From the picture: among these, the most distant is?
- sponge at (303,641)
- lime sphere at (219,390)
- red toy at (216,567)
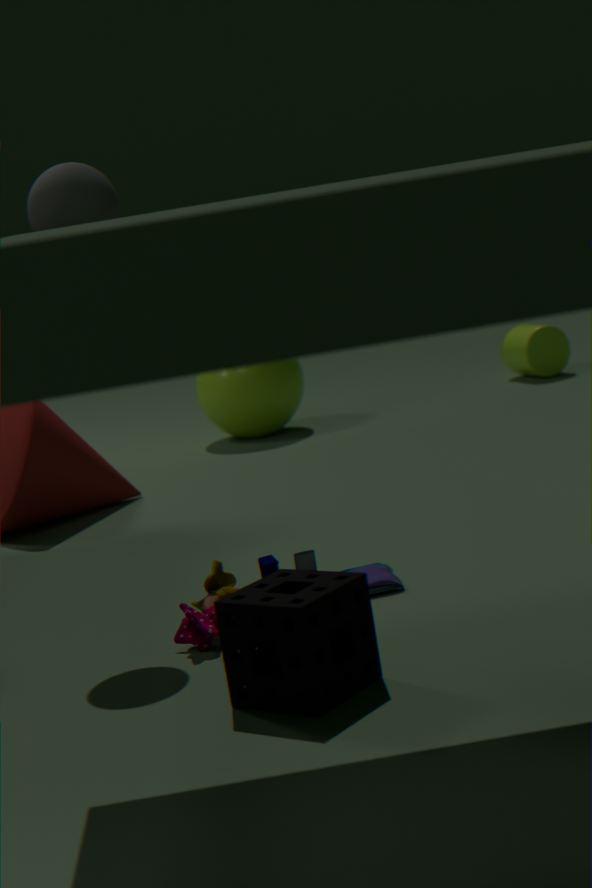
lime sphere at (219,390)
